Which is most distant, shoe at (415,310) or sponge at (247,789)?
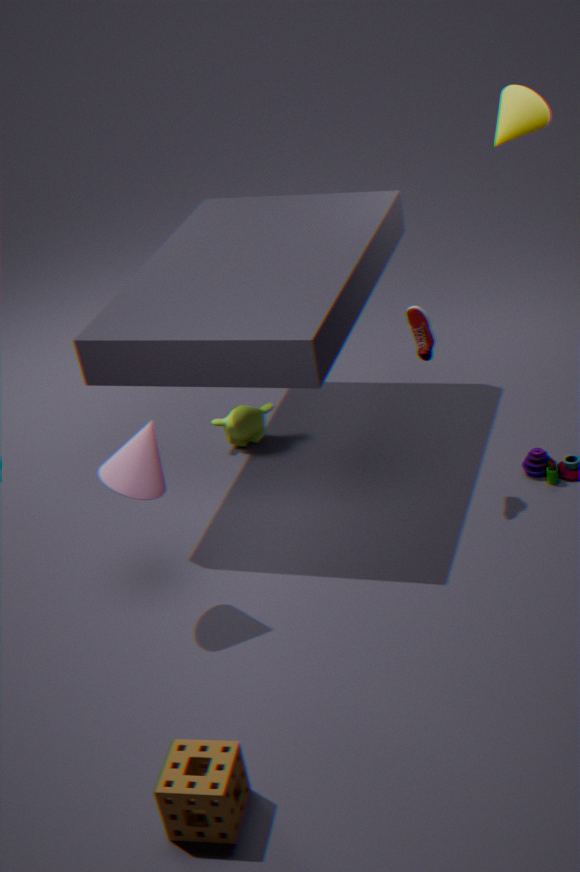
shoe at (415,310)
